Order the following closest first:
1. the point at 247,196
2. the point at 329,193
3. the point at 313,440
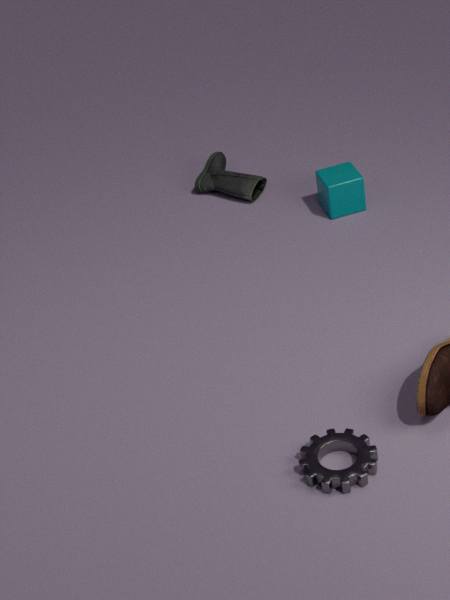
the point at 313,440
the point at 329,193
the point at 247,196
